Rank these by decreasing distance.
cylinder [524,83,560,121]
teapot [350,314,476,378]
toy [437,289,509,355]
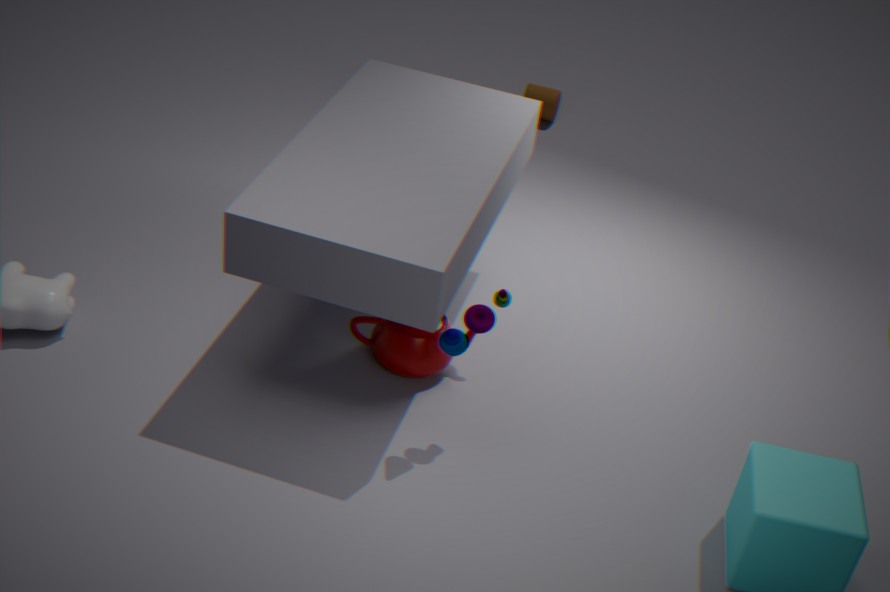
cylinder [524,83,560,121] < teapot [350,314,476,378] < toy [437,289,509,355]
